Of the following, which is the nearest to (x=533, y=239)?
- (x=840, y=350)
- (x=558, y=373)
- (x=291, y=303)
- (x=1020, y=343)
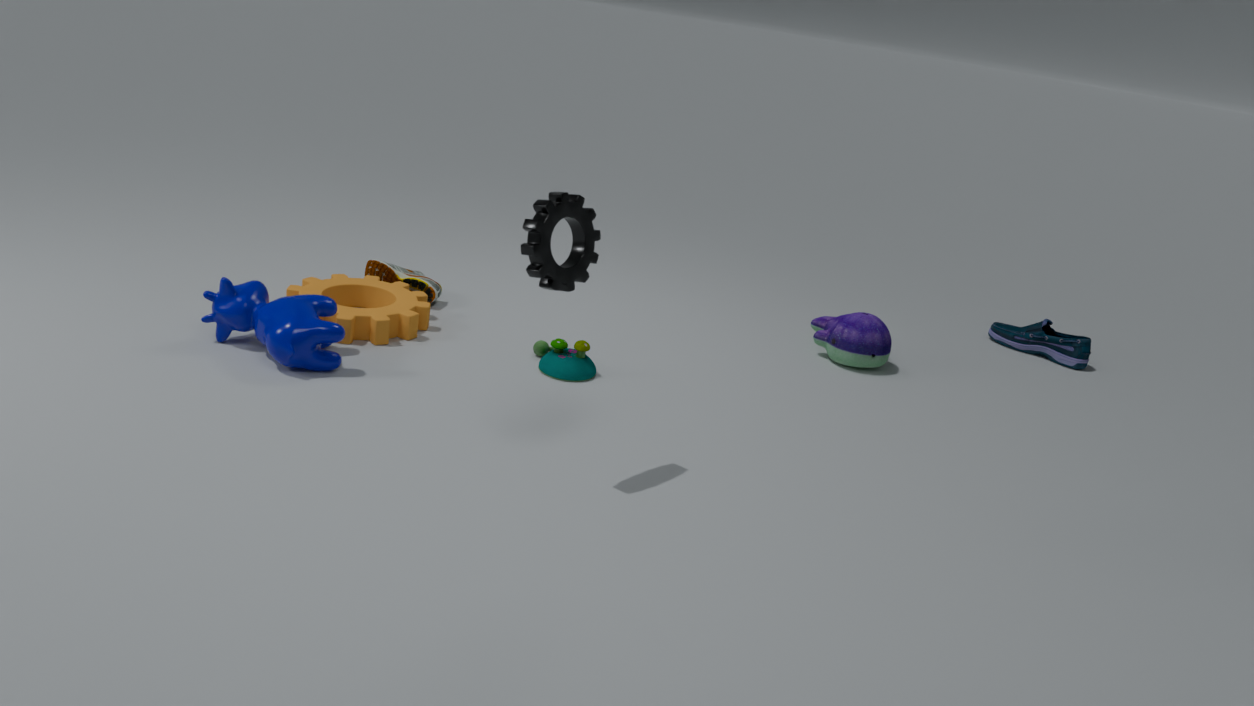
(x=558, y=373)
